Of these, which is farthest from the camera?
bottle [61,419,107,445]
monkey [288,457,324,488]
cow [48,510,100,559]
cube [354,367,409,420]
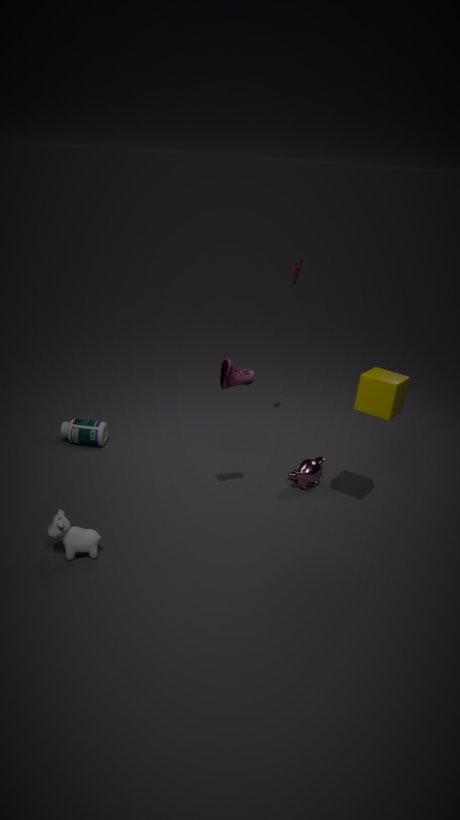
bottle [61,419,107,445]
